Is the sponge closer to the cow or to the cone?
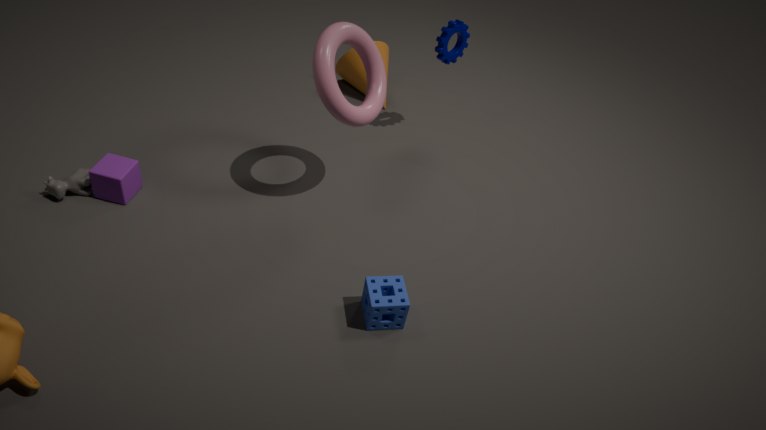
the cow
